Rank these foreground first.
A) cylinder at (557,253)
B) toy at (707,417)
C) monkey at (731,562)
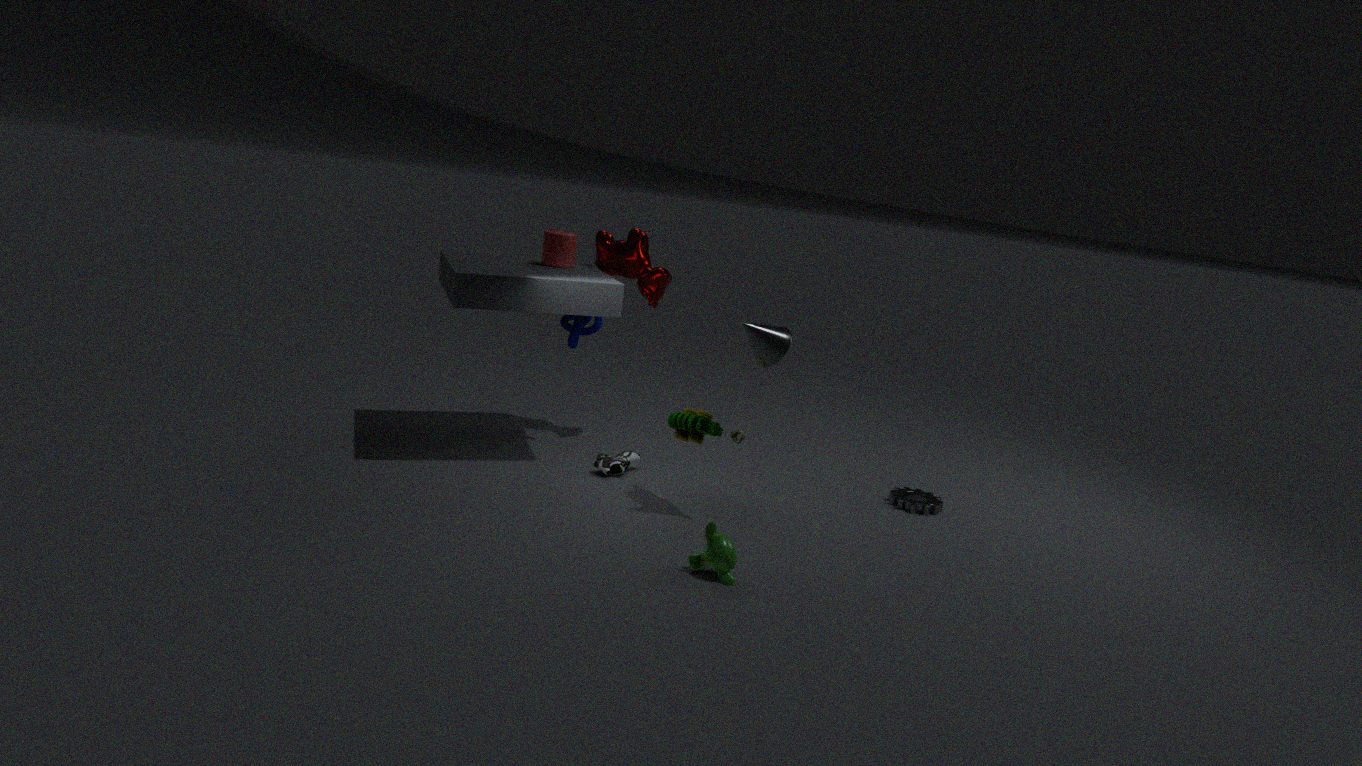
monkey at (731,562), toy at (707,417), cylinder at (557,253)
